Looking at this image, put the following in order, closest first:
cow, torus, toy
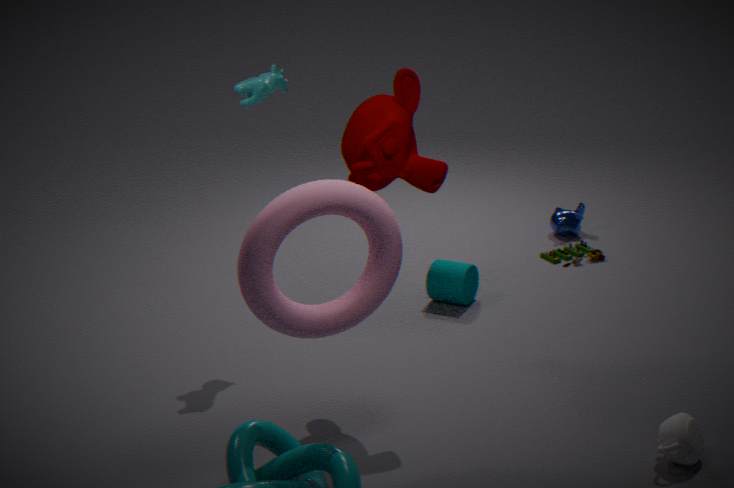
1. torus
2. cow
3. toy
